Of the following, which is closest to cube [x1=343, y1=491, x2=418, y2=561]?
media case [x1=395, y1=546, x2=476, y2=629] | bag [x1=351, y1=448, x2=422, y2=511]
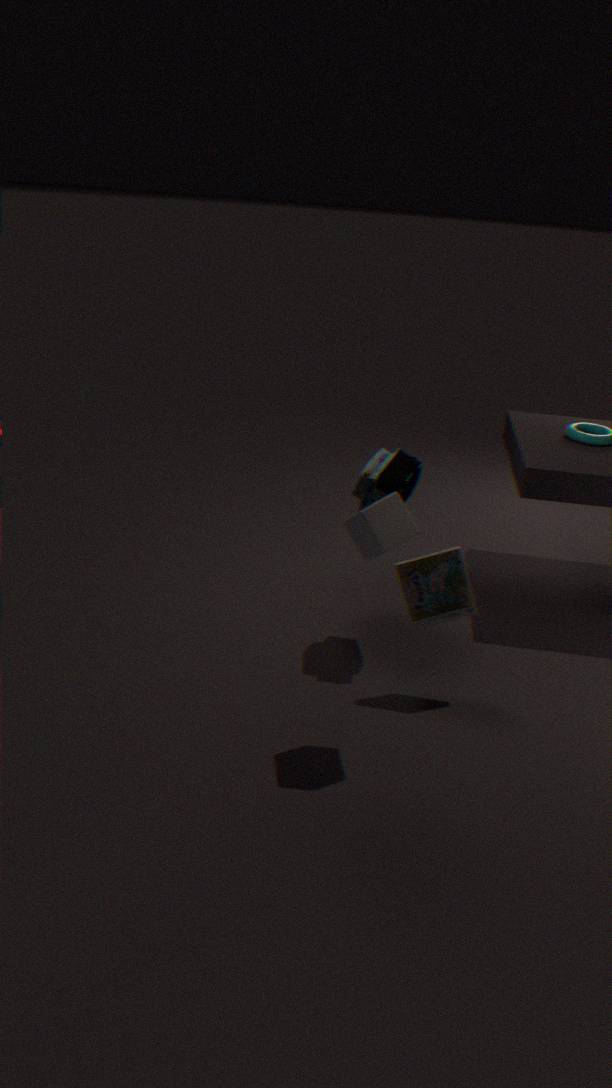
media case [x1=395, y1=546, x2=476, y2=629]
